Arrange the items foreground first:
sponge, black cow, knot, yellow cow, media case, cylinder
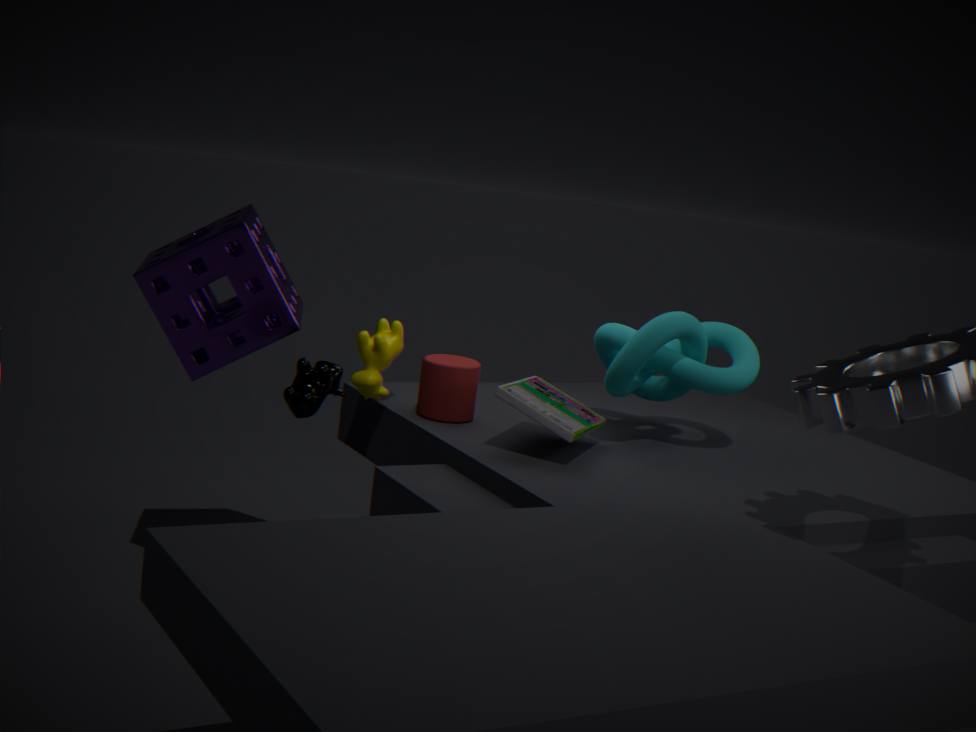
1. black cow
2. media case
3. sponge
4. knot
5. cylinder
6. yellow cow
